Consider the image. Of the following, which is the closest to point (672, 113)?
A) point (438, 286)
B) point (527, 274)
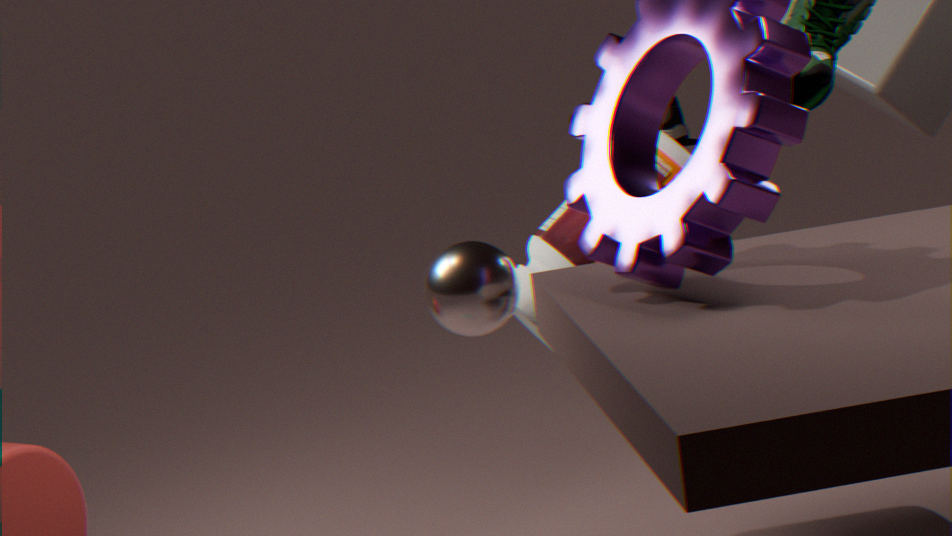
point (527, 274)
